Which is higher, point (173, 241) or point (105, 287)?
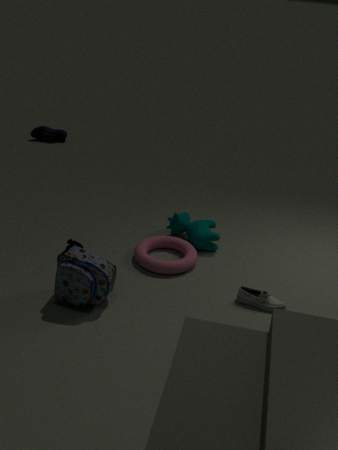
point (105, 287)
